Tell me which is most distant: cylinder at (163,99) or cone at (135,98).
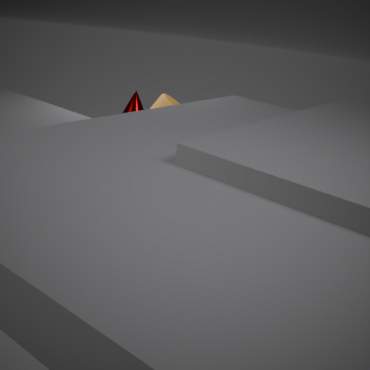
cylinder at (163,99)
